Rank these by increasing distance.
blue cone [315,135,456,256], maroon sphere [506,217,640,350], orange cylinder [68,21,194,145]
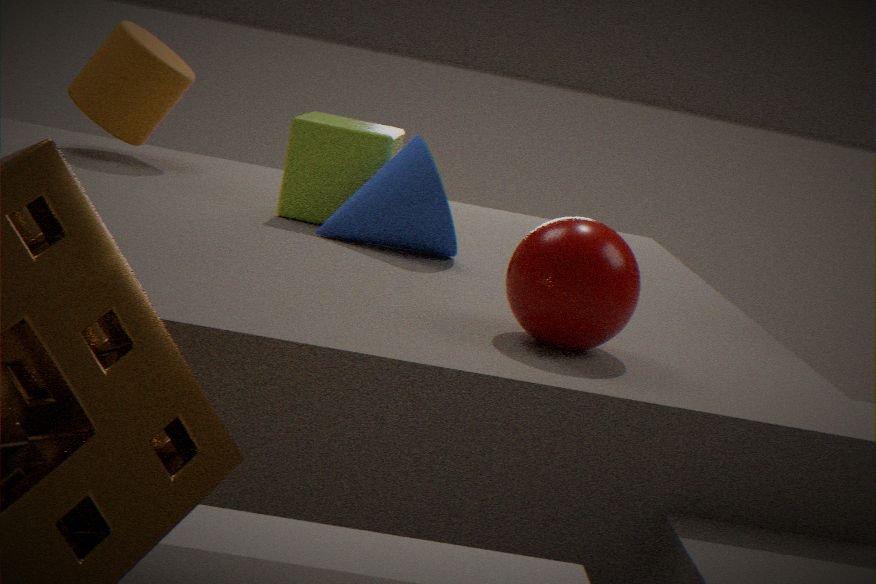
maroon sphere [506,217,640,350]
blue cone [315,135,456,256]
orange cylinder [68,21,194,145]
